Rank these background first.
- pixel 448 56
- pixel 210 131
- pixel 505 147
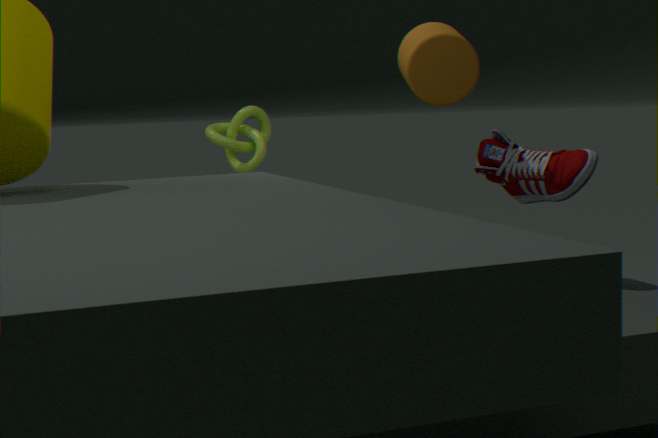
pixel 210 131 → pixel 505 147 → pixel 448 56
